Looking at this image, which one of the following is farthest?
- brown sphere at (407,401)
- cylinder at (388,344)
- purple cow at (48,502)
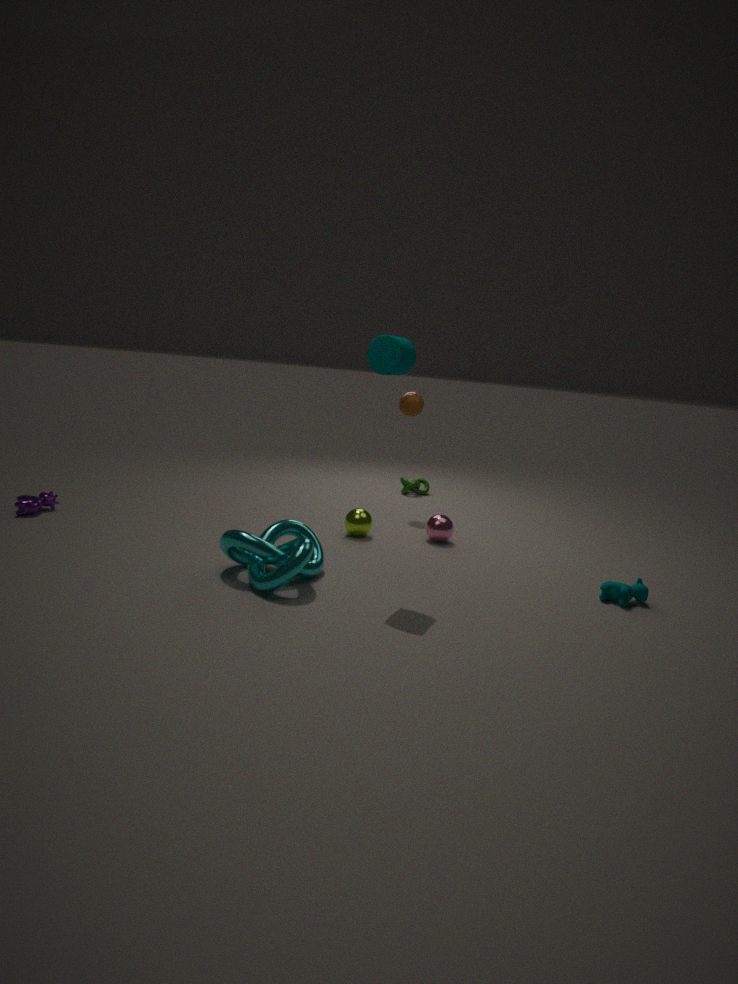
brown sphere at (407,401)
